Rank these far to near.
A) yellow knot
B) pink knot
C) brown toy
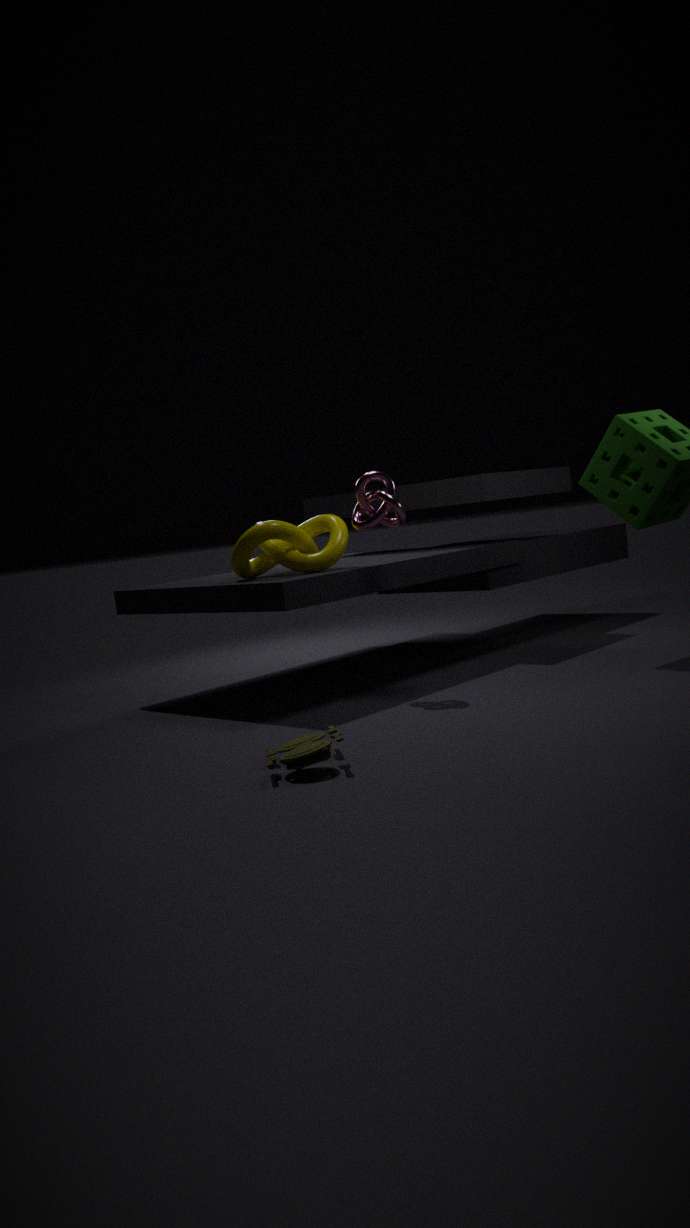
A. yellow knot < B. pink knot < C. brown toy
